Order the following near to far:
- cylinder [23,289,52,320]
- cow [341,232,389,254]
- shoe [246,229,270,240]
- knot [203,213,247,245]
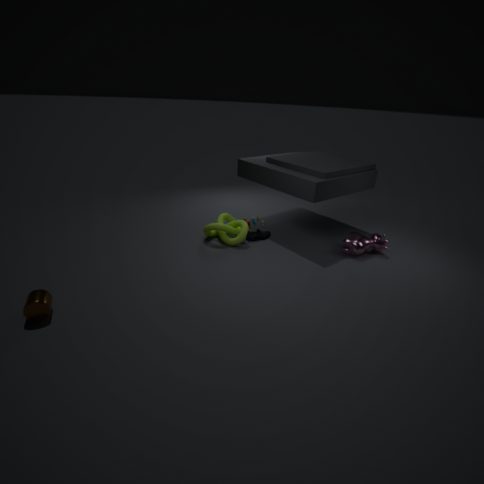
cylinder [23,289,52,320] < cow [341,232,389,254] < knot [203,213,247,245] < shoe [246,229,270,240]
